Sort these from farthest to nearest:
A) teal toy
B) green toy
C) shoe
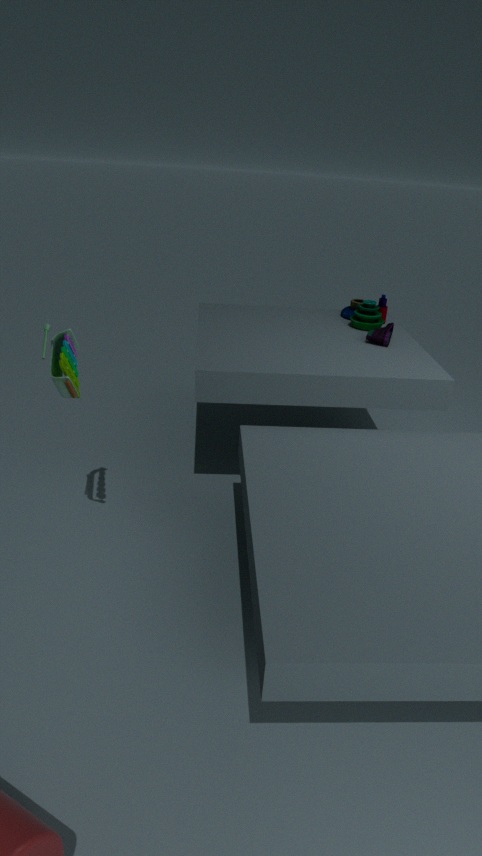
1. teal toy
2. shoe
3. green toy
